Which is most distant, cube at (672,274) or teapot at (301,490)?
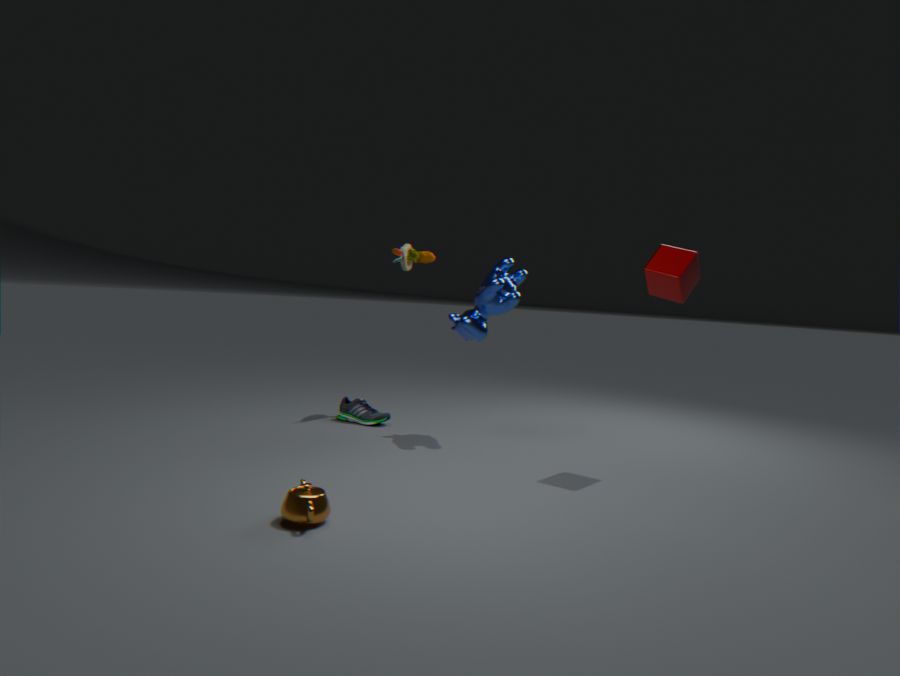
cube at (672,274)
